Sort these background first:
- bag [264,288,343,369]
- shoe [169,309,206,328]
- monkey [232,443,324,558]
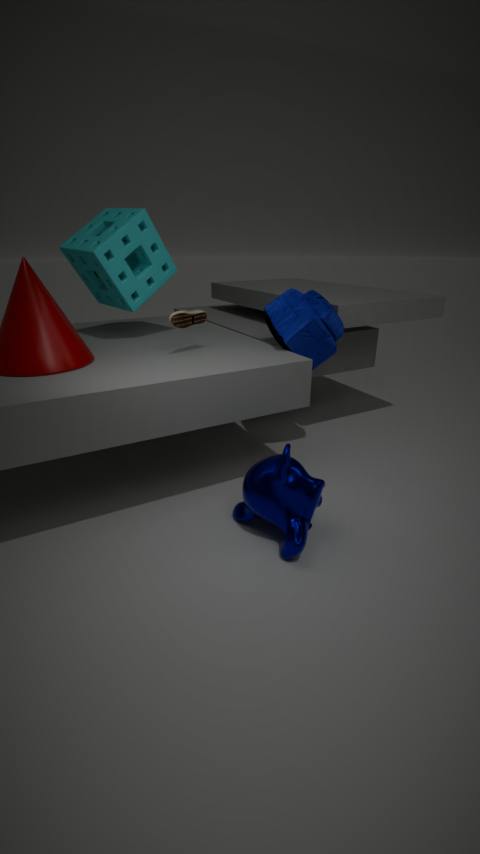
bag [264,288,343,369], shoe [169,309,206,328], monkey [232,443,324,558]
